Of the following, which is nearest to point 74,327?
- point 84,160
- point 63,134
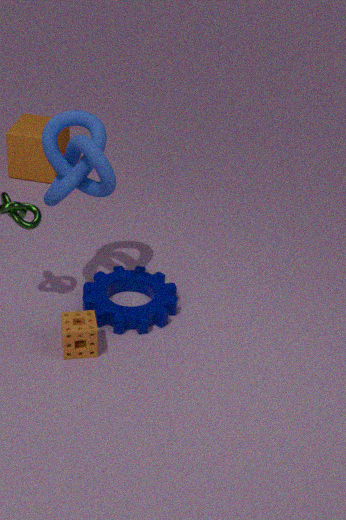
point 84,160
